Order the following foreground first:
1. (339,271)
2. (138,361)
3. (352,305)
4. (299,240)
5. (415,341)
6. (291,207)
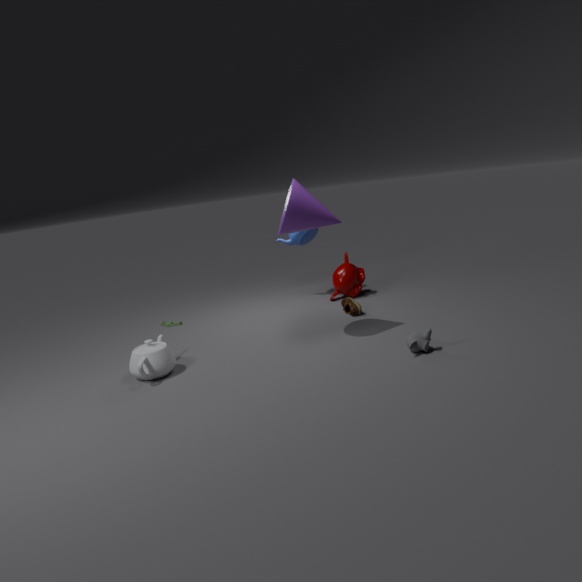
(415,341)
(291,207)
(138,361)
(352,305)
(339,271)
(299,240)
